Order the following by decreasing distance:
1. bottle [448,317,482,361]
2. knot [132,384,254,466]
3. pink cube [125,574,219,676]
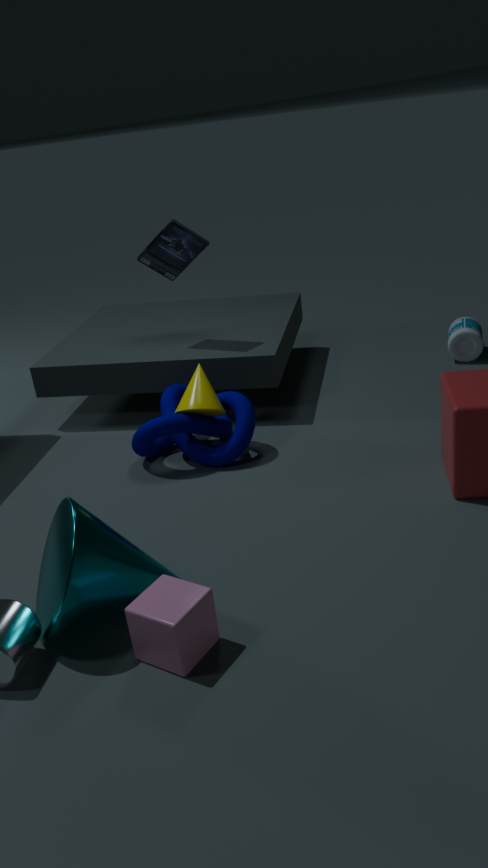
1. bottle [448,317,482,361]
2. knot [132,384,254,466]
3. pink cube [125,574,219,676]
